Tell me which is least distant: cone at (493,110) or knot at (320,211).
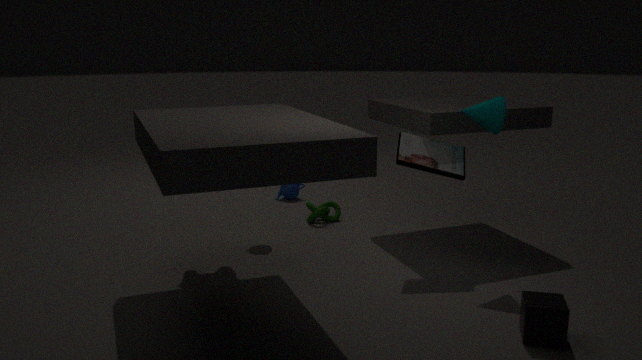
cone at (493,110)
